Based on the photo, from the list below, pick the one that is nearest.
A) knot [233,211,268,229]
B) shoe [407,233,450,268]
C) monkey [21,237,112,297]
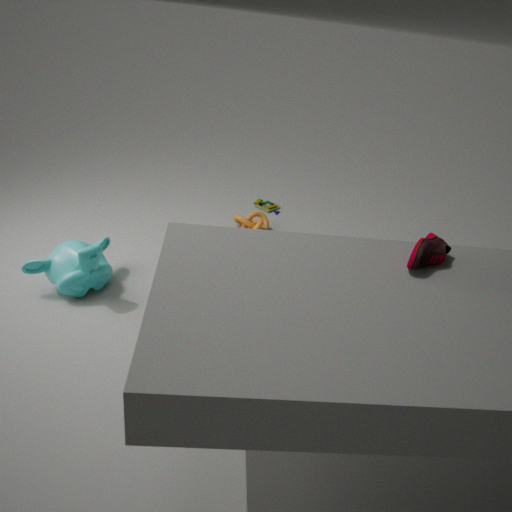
shoe [407,233,450,268]
